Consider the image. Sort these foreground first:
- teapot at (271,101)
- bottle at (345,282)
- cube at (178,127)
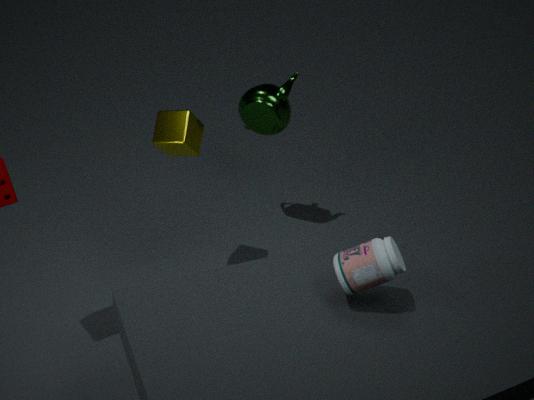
bottle at (345,282)
cube at (178,127)
teapot at (271,101)
